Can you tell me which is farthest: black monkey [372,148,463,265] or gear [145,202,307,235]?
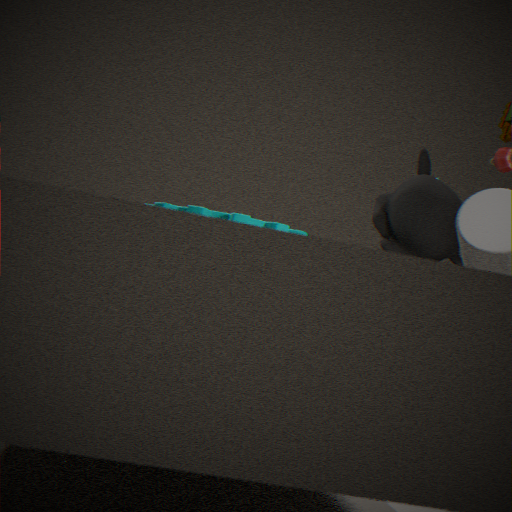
black monkey [372,148,463,265]
